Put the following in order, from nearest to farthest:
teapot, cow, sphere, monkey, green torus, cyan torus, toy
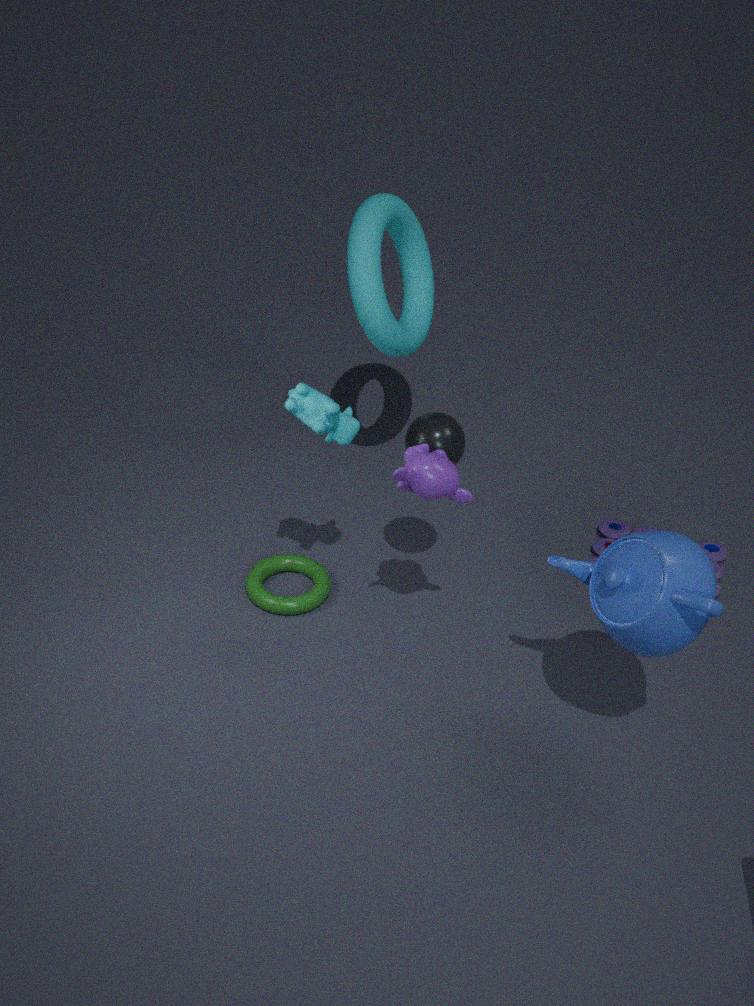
teapot
monkey
cow
sphere
green torus
cyan torus
toy
